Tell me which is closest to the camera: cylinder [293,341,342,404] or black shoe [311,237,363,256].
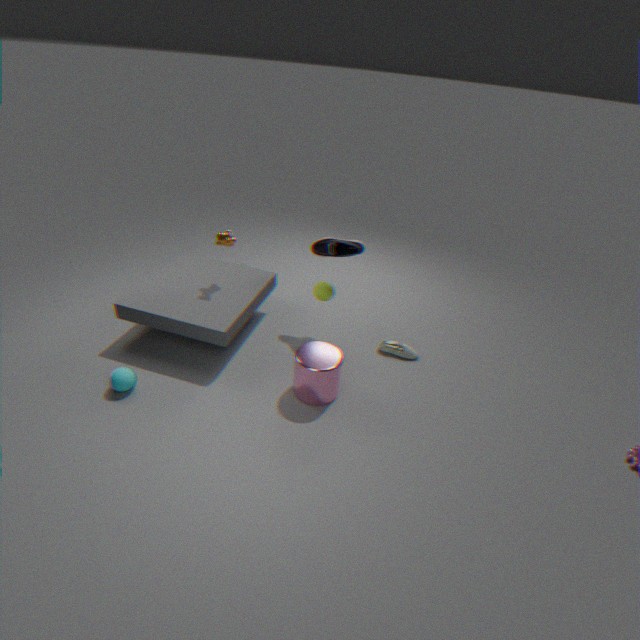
cylinder [293,341,342,404]
